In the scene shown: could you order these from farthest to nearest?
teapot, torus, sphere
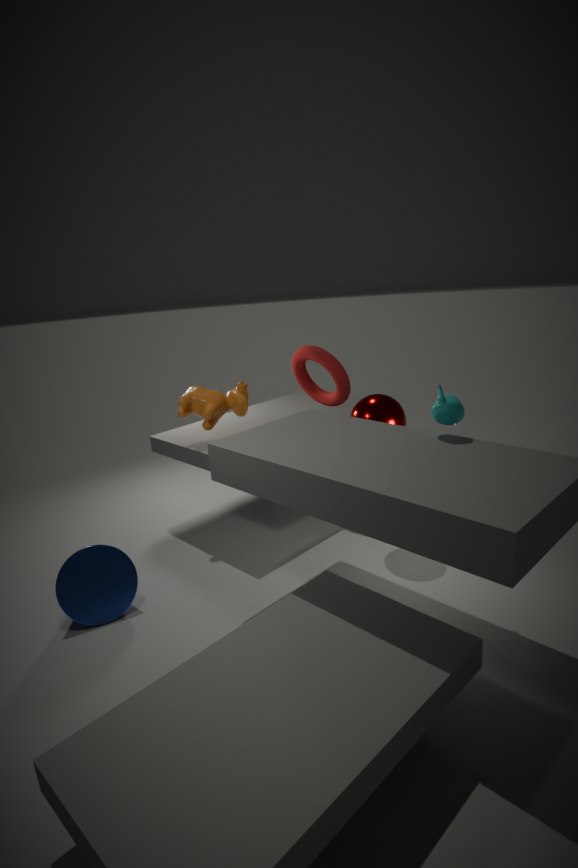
torus → sphere → teapot
